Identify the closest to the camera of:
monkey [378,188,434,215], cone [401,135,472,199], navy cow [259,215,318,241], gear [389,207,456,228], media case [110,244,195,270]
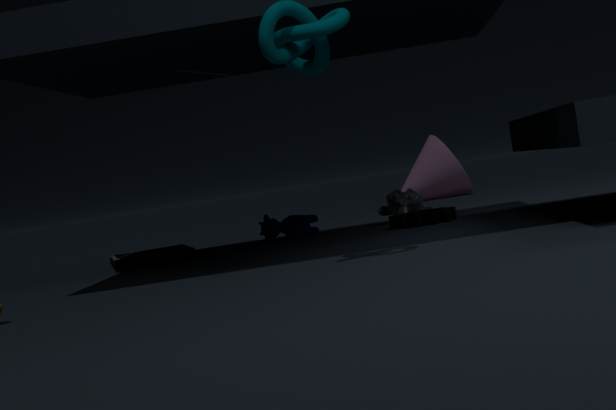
gear [389,207,456,228]
